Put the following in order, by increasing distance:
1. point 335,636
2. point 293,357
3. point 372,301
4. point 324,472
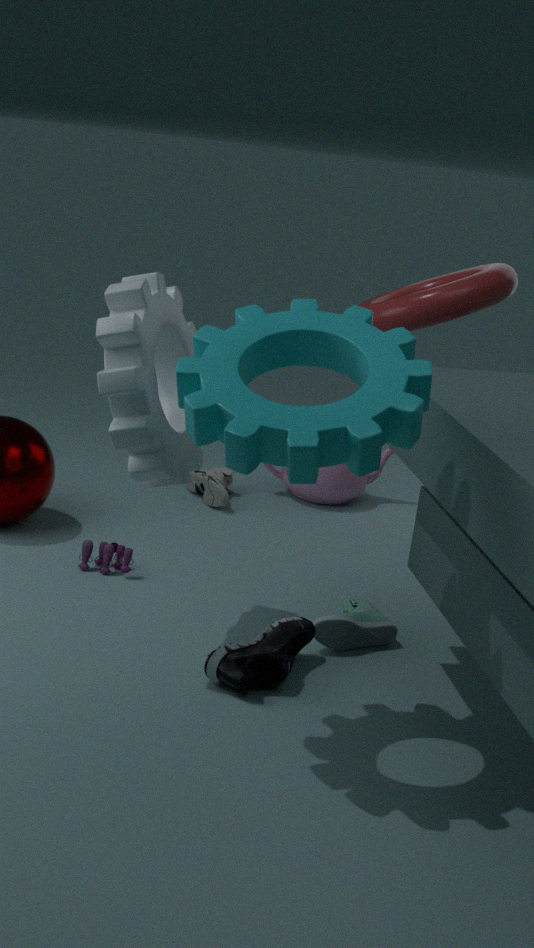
point 293,357 → point 335,636 → point 372,301 → point 324,472
